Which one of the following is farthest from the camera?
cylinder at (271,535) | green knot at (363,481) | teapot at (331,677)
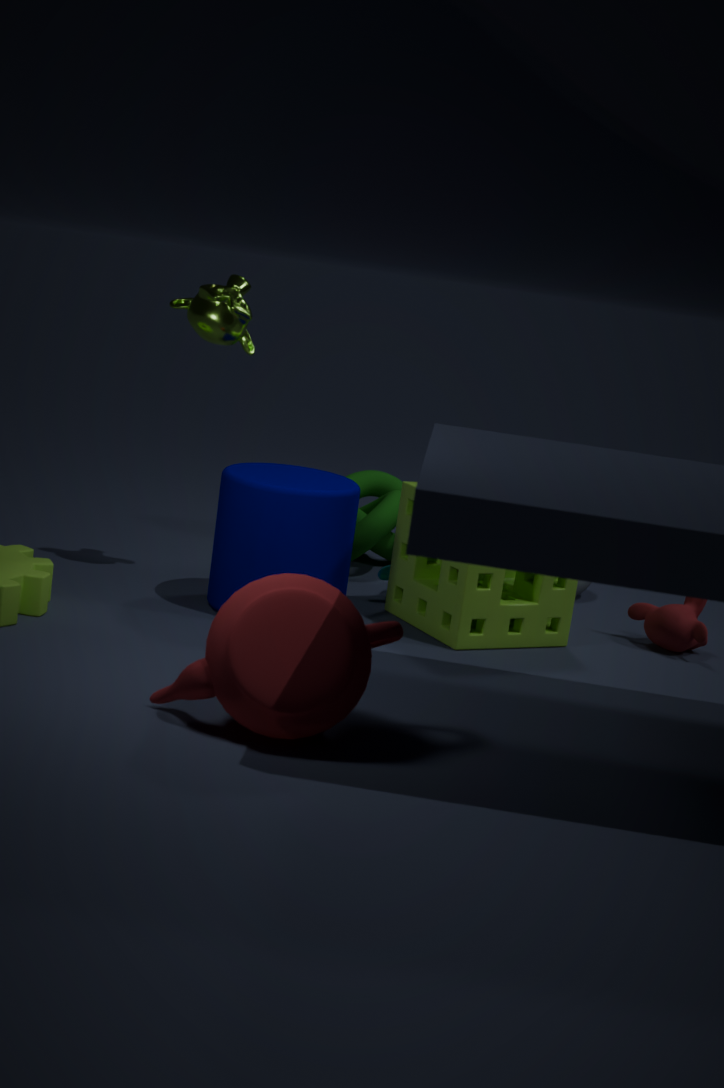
green knot at (363,481)
